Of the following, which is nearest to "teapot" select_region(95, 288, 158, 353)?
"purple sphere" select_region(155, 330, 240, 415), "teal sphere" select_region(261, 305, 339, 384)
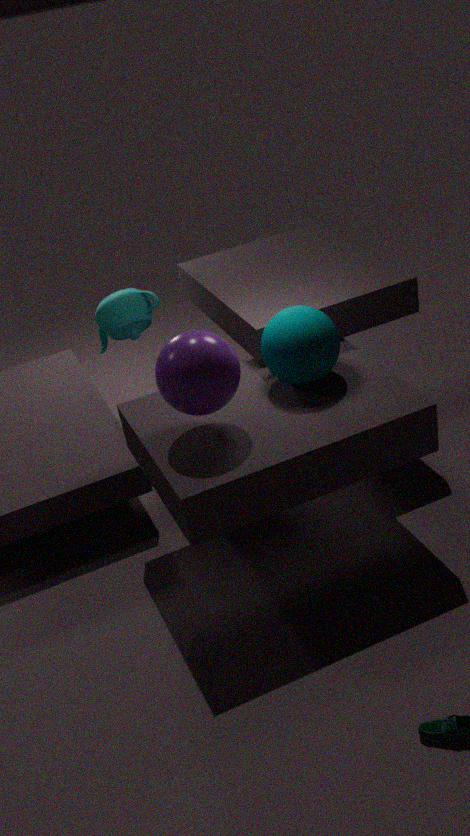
"teal sphere" select_region(261, 305, 339, 384)
